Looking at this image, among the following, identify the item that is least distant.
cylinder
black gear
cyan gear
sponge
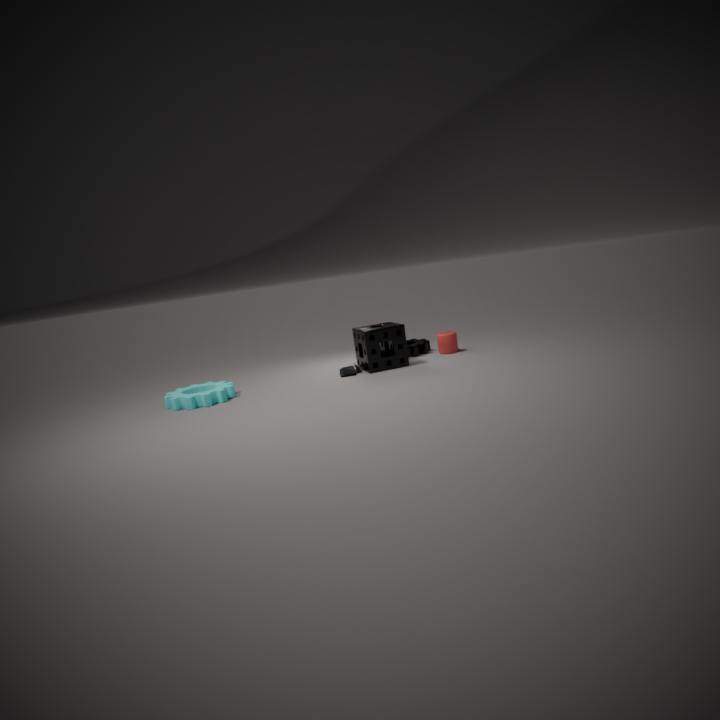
cyan gear
